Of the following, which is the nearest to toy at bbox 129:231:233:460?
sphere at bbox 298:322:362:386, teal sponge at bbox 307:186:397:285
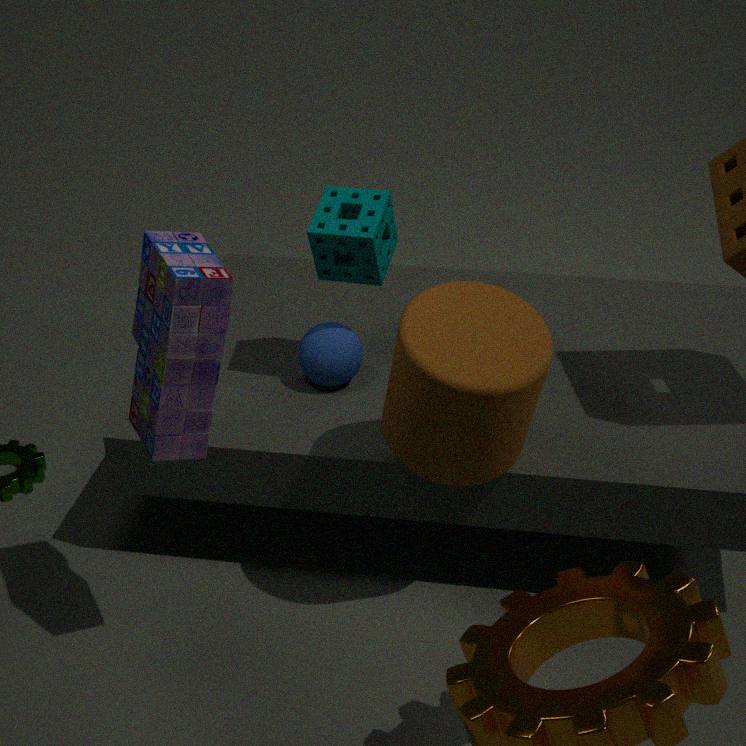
teal sponge at bbox 307:186:397:285
